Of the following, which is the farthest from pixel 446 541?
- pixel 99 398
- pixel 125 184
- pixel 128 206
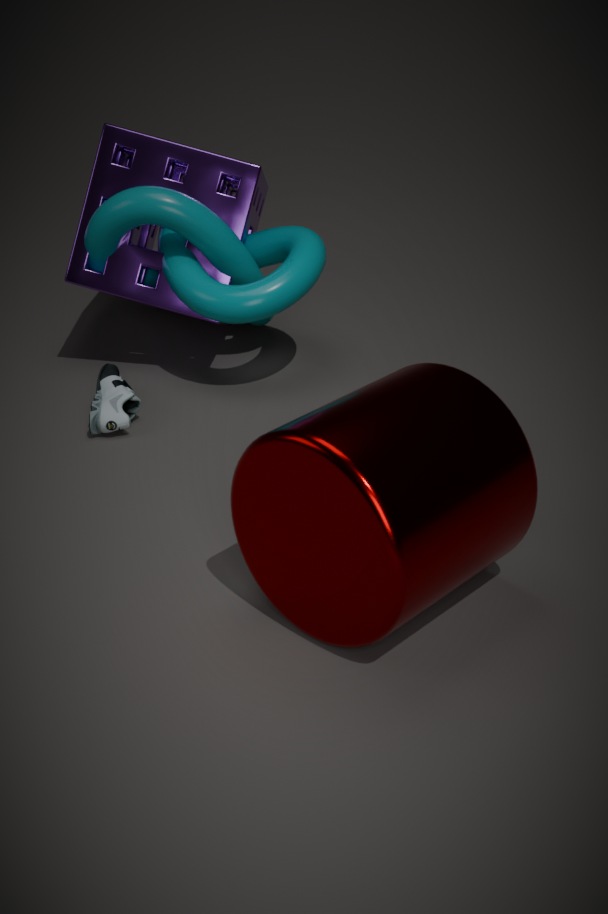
pixel 125 184
